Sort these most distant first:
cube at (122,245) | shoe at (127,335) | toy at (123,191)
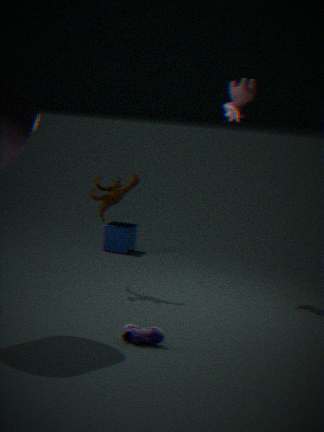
cube at (122,245) < toy at (123,191) < shoe at (127,335)
